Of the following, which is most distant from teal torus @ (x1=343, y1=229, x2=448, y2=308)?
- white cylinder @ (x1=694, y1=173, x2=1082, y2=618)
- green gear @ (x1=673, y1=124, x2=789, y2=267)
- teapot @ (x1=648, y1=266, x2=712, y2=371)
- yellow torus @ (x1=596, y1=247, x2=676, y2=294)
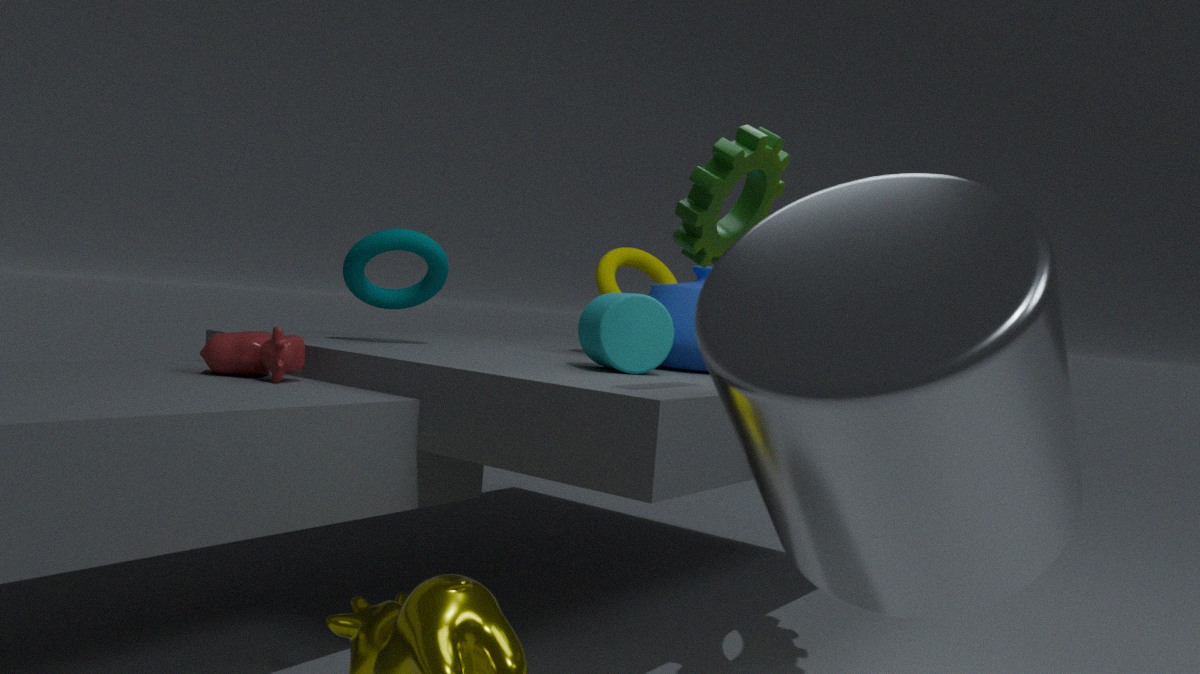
white cylinder @ (x1=694, y1=173, x2=1082, y2=618)
